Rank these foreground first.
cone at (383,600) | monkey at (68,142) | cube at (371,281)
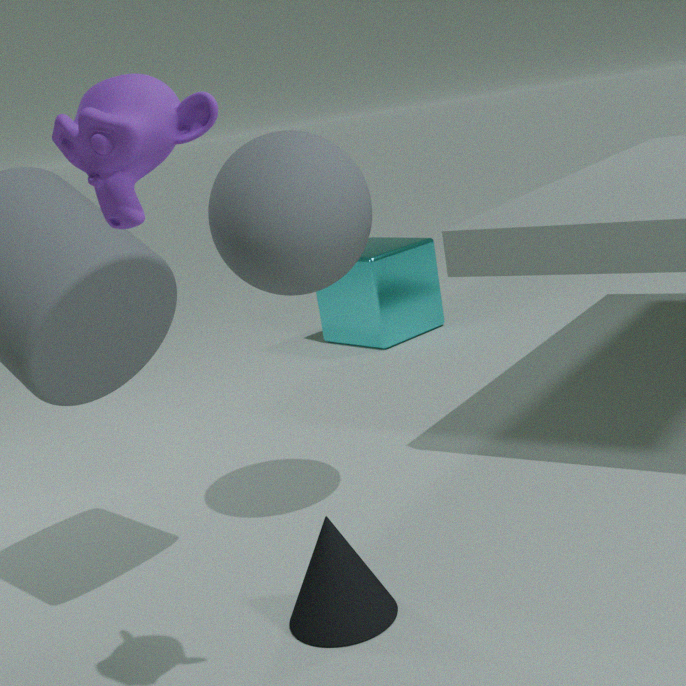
monkey at (68,142) → cone at (383,600) → cube at (371,281)
